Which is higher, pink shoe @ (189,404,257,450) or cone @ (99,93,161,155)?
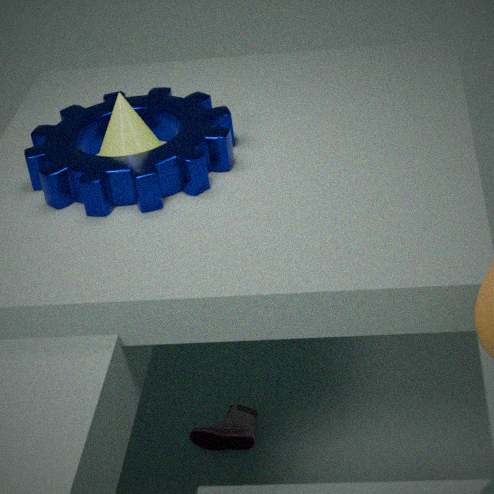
cone @ (99,93,161,155)
